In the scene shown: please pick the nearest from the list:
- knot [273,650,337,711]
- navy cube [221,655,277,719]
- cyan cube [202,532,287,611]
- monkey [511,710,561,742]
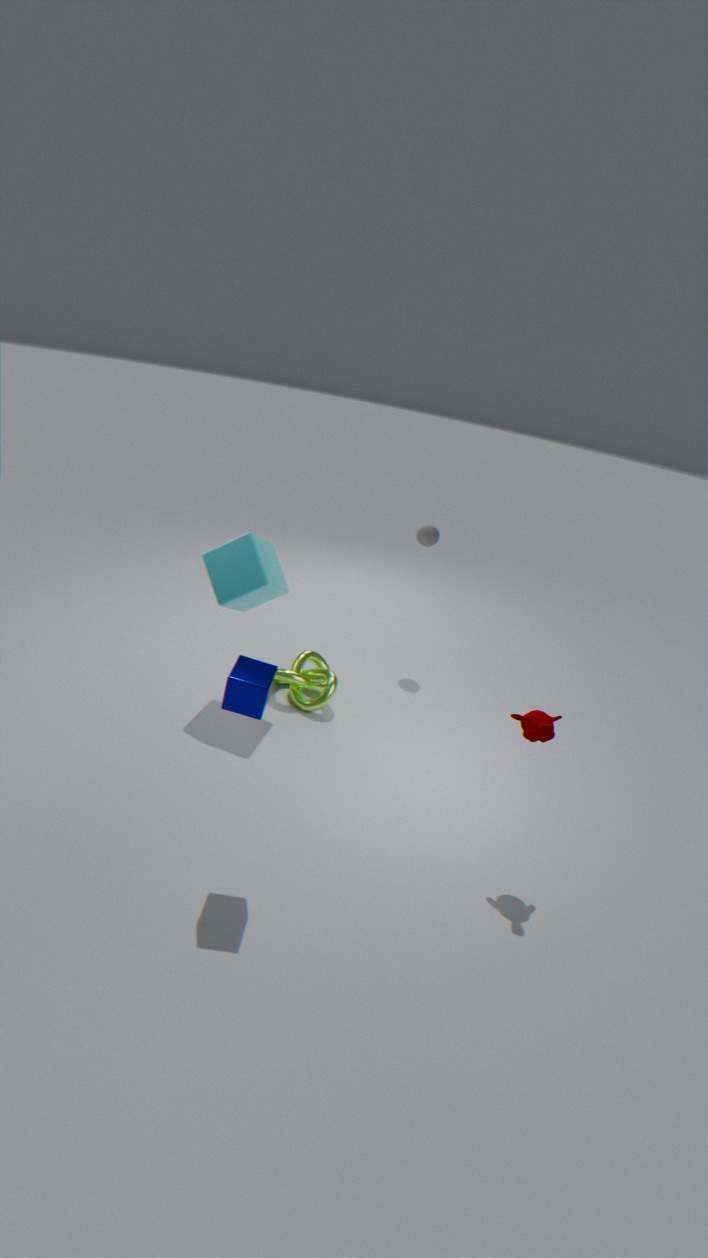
navy cube [221,655,277,719]
